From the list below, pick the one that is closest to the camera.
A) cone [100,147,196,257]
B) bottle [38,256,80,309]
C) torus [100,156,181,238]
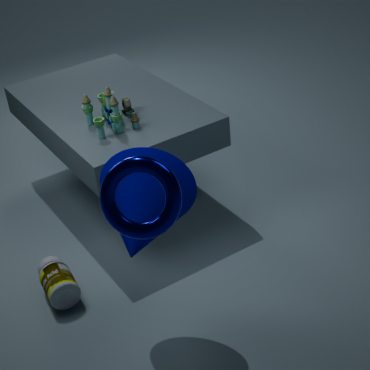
torus [100,156,181,238]
